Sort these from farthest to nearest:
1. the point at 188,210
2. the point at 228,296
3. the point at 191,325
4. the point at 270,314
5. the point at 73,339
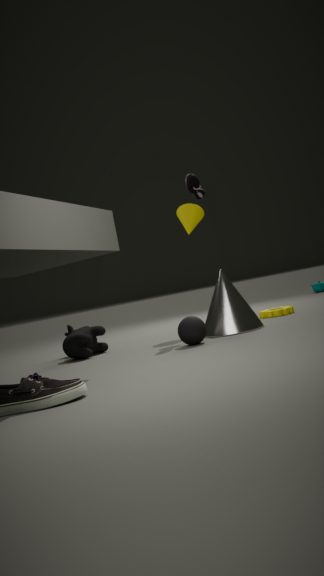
1. the point at 270,314
2. the point at 188,210
3. the point at 73,339
4. the point at 228,296
5. the point at 191,325
